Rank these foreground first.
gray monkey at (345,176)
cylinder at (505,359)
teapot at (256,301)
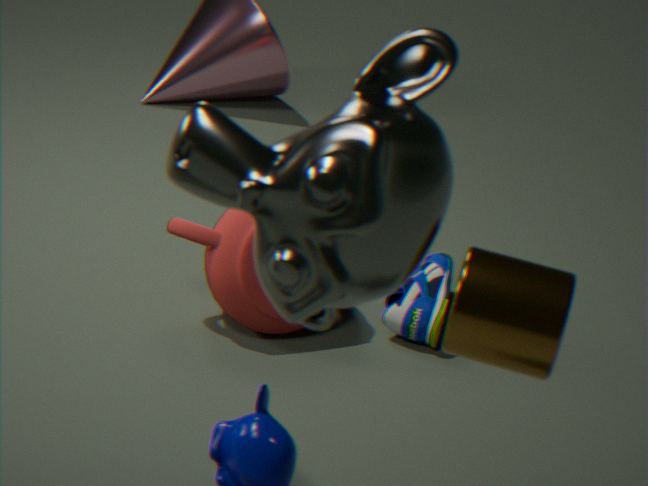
gray monkey at (345,176) < cylinder at (505,359) < teapot at (256,301)
